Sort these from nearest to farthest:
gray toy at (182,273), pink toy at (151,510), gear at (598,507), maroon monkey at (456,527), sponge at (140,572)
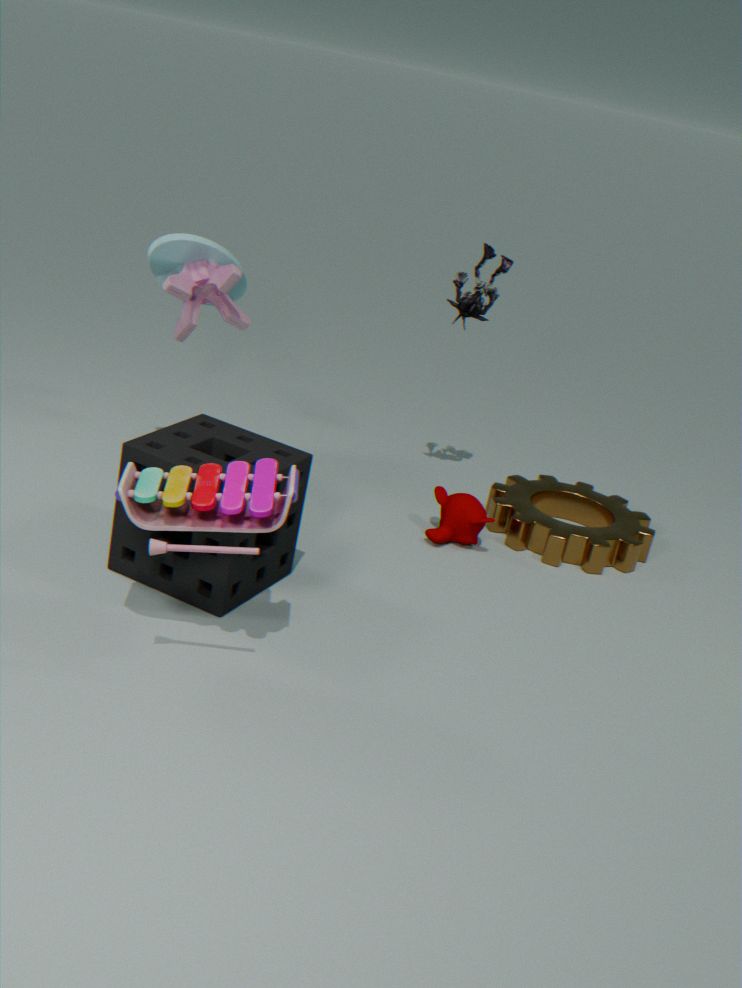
pink toy at (151,510)
sponge at (140,572)
gray toy at (182,273)
maroon monkey at (456,527)
gear at (598,507)
